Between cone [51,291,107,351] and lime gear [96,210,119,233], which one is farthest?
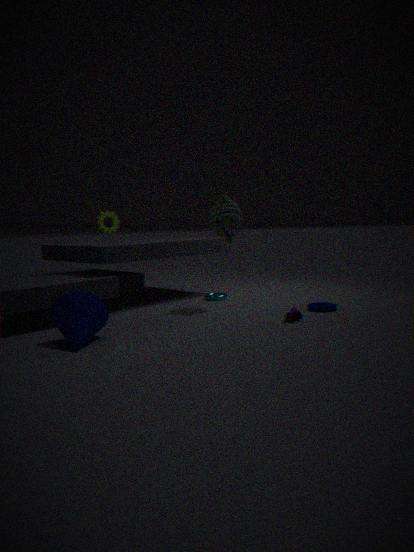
lime gear [96,210,119,233]
